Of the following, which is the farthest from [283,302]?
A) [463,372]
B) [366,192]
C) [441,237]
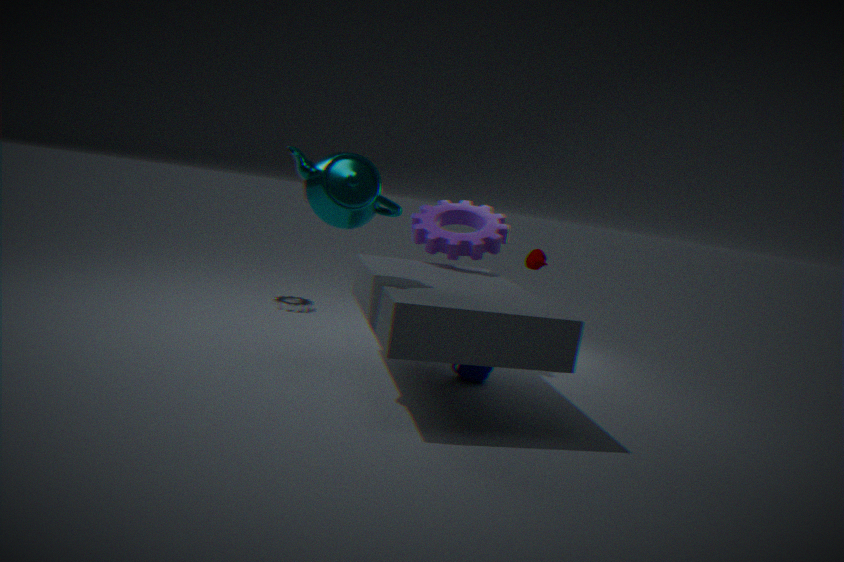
[366,192]
